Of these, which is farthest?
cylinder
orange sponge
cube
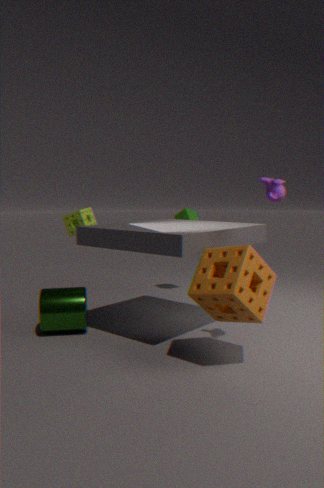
cube
